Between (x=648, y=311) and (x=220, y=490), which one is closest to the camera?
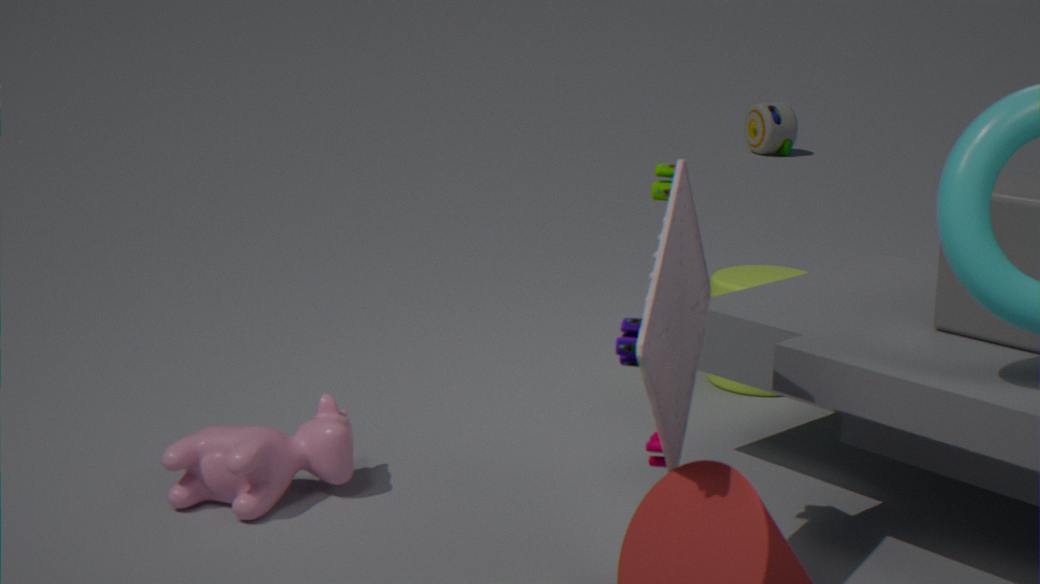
(x=648, y=311)
